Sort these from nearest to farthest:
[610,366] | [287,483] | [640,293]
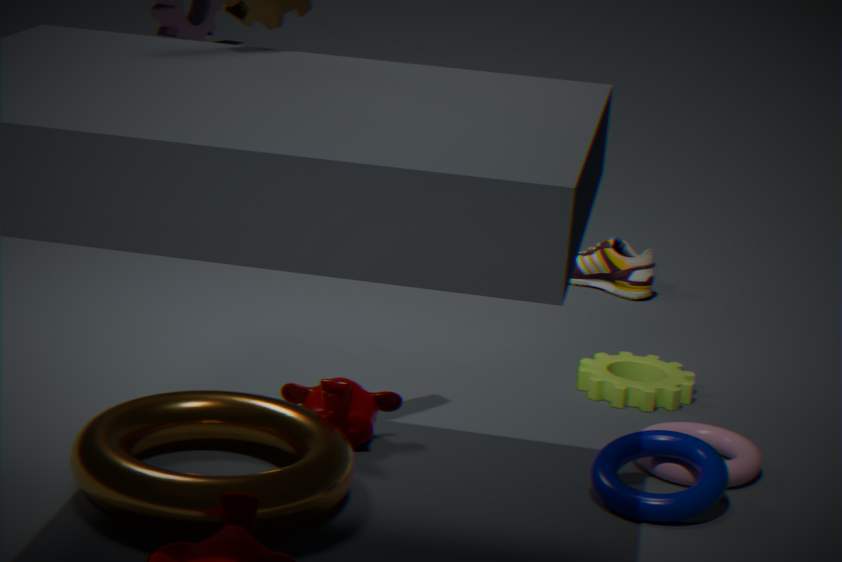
[287,483] → [610,366] → [640,293]
